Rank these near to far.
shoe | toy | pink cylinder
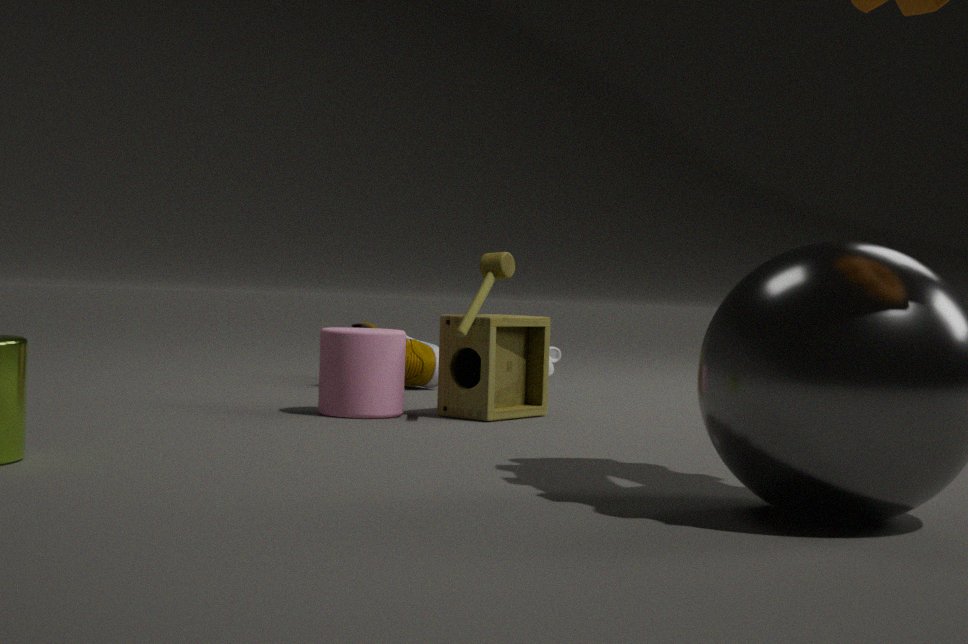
pink cylinder → toy → shoe
